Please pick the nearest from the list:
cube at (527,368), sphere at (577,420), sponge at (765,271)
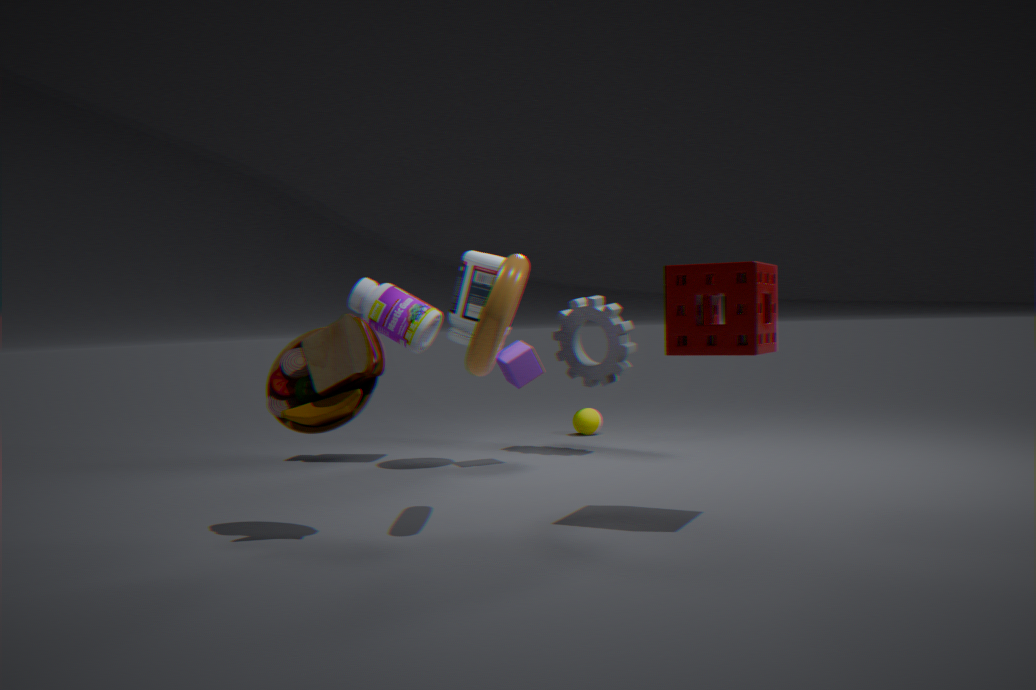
sponge at (765,271)
